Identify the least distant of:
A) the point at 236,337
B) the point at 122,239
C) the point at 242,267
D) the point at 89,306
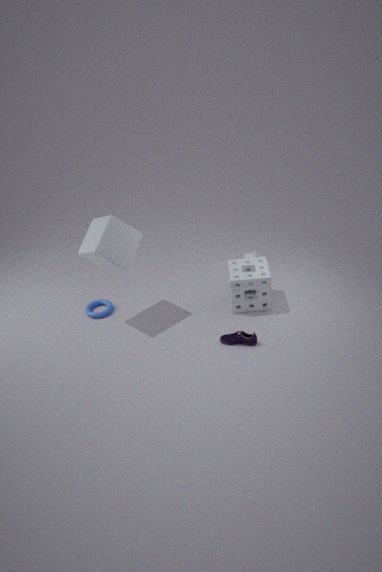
the point at 236,337
